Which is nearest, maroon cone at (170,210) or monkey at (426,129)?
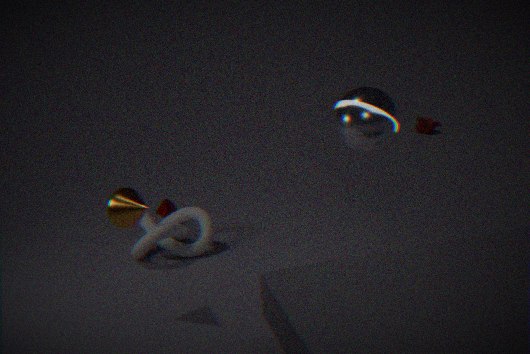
maroon cone at (170,210)
